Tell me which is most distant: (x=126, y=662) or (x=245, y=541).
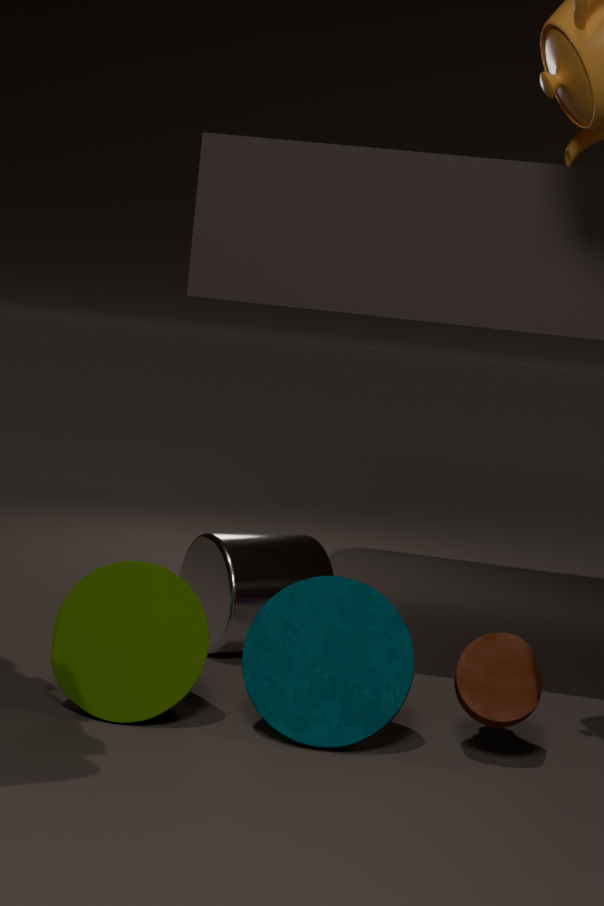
(x=245, y=541)
